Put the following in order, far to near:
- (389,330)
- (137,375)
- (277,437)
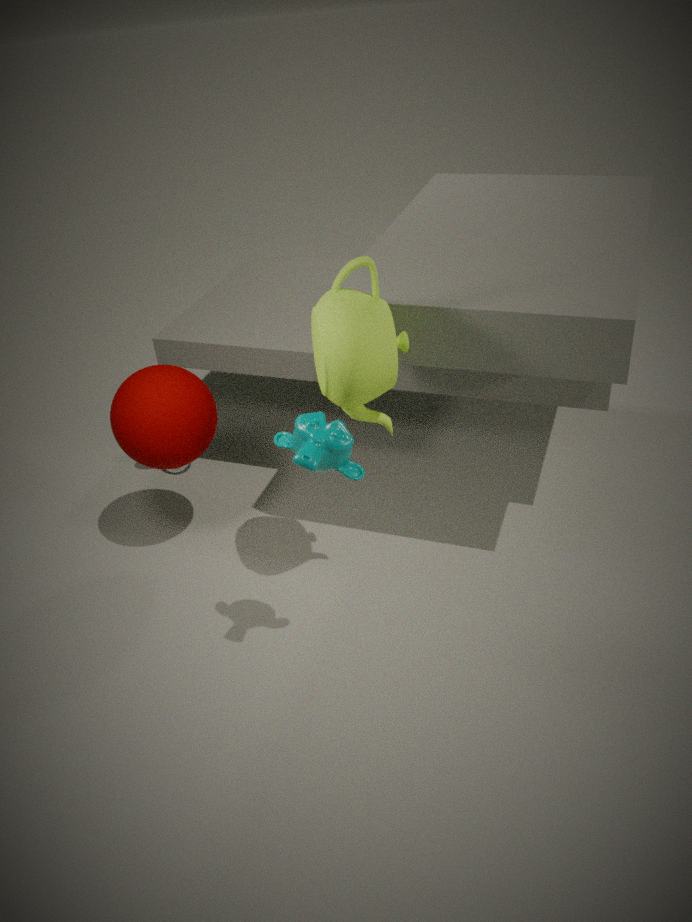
1. (137,375)
2. (389,330)
3. (277,437)
